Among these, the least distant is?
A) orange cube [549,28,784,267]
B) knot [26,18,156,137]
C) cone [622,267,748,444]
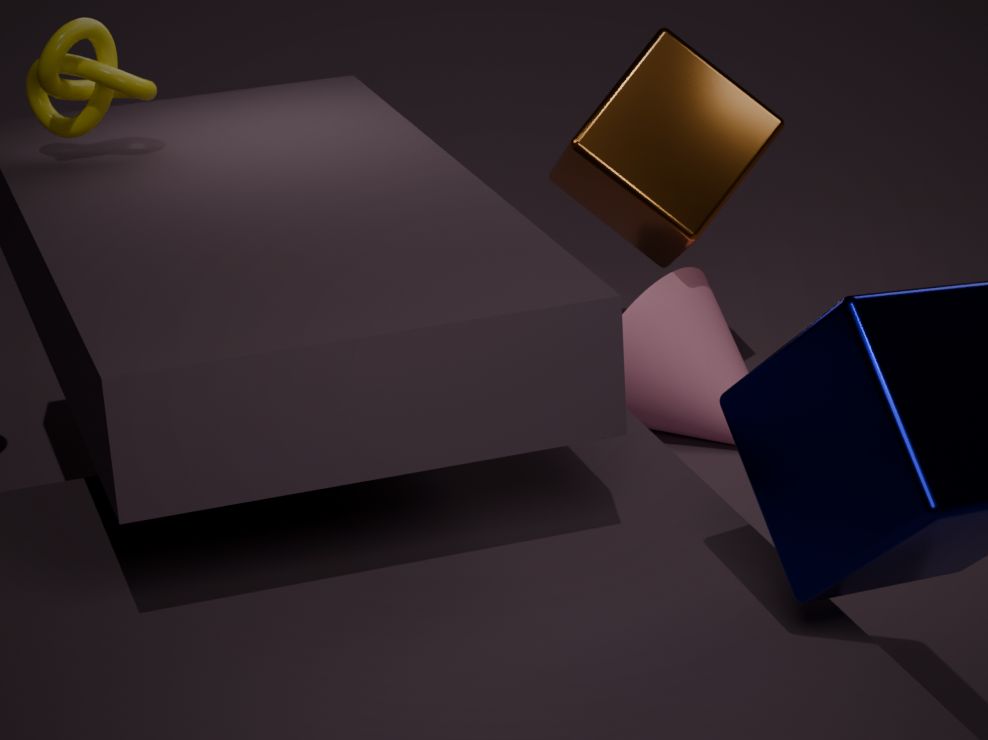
knot [26,18,156,137]
